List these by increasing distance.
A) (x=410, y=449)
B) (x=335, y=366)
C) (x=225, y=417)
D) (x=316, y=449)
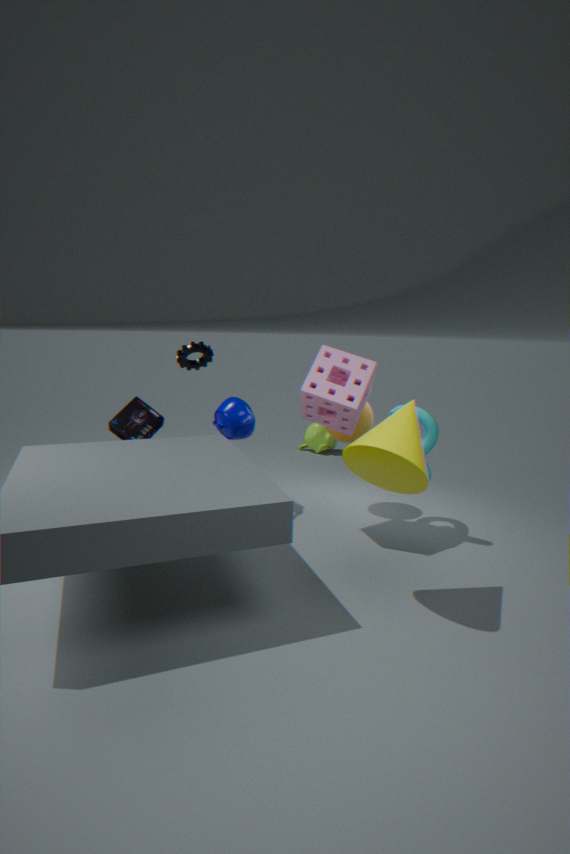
(x=410, y=449) < (x=335, y=366) < (x=225, y=417) < (x=316, y=449)
